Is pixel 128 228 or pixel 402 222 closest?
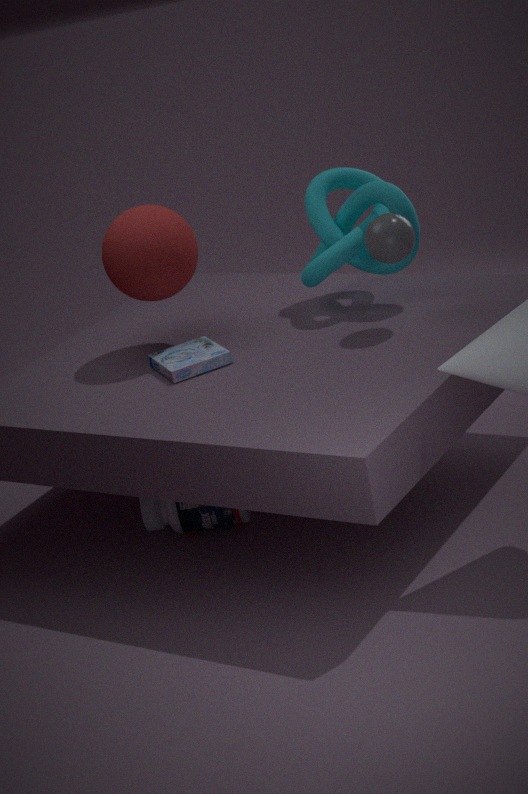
pixel 402 222
